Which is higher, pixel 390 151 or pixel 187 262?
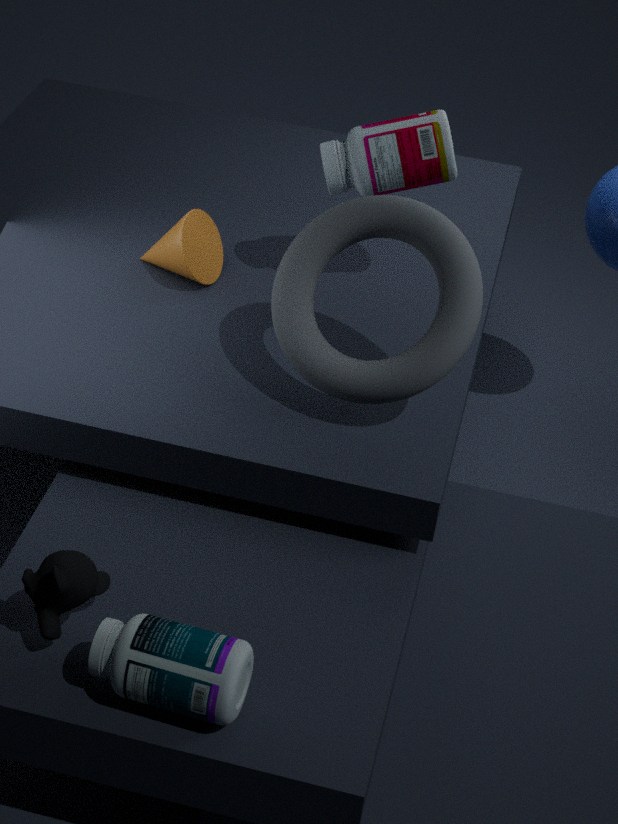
pixel 390 151
